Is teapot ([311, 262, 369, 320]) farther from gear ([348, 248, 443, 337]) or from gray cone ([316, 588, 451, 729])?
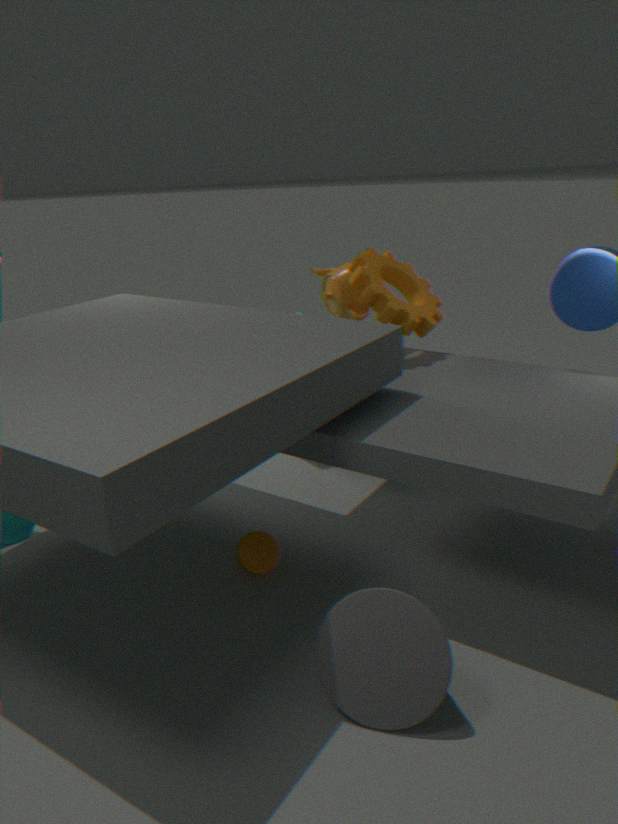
gray cone ([316, 588, 451, 729])
